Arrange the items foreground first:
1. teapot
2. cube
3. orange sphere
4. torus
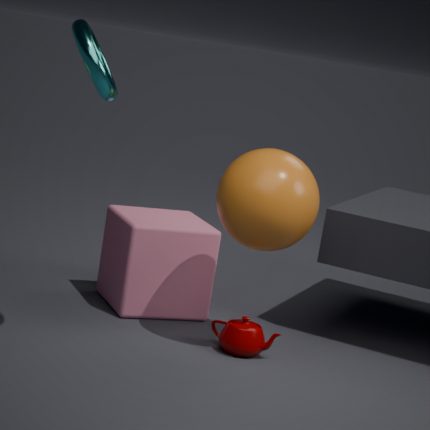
torus < orange sphere < teapot < cube
